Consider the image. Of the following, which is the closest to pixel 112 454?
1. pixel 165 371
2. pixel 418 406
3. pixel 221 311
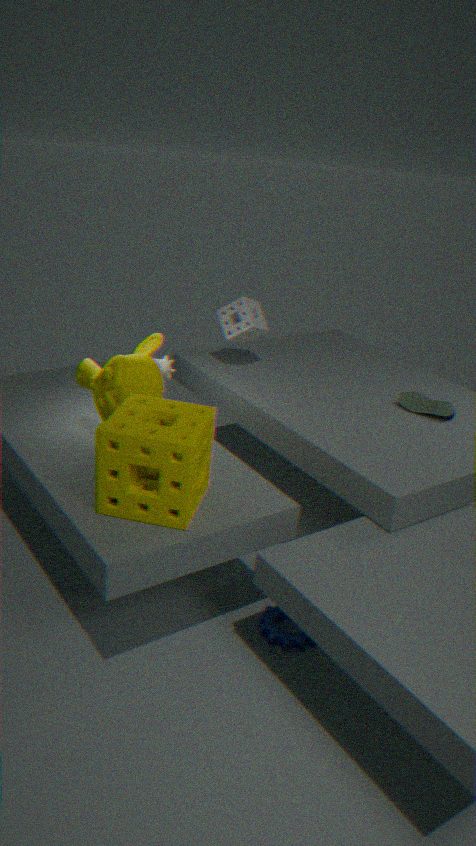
pixel 165 371
